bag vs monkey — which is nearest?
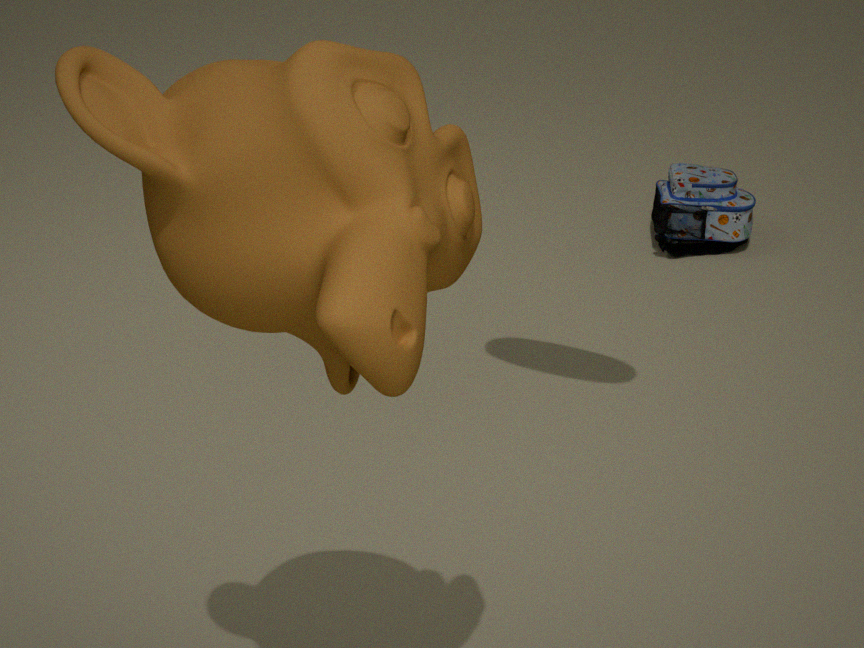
monkey
